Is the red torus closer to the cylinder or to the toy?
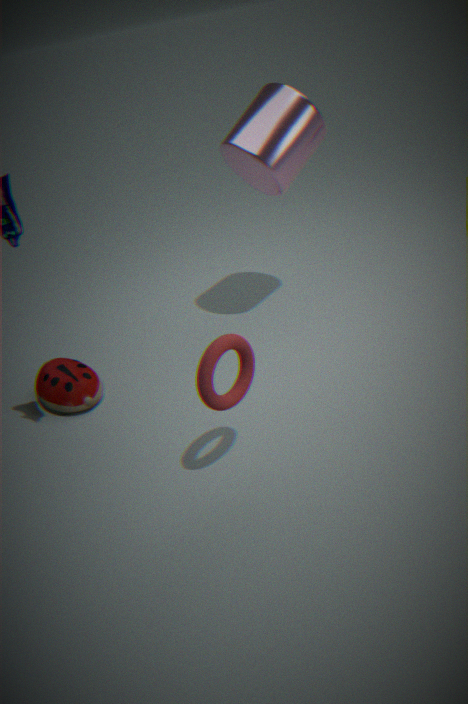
the toy
